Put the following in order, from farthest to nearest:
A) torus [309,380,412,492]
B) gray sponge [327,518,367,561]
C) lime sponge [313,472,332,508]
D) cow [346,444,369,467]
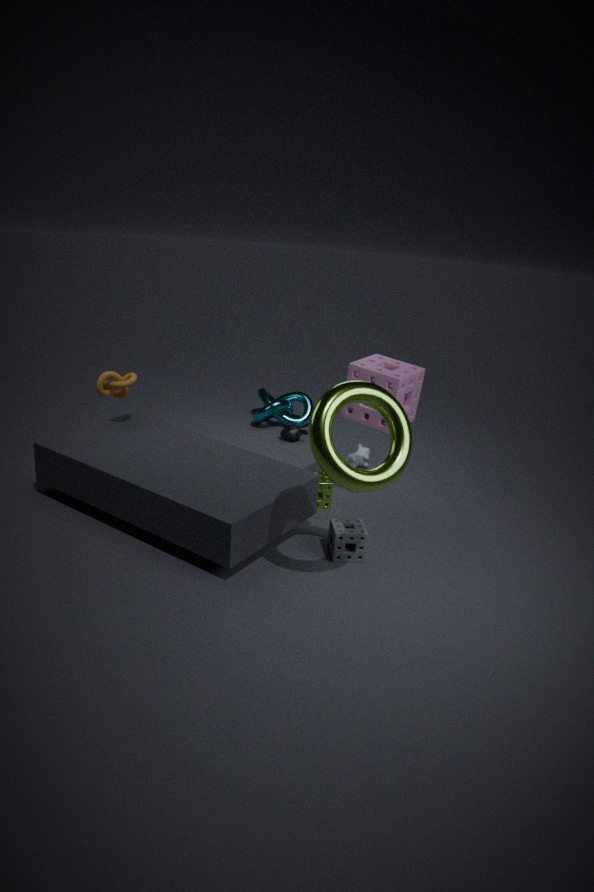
1. cow [346,444,369,467]
2. lime sponge [313,472,332,508]
3. gray sponge [327,518,367,561]
4. torus [309,380,412,492]
